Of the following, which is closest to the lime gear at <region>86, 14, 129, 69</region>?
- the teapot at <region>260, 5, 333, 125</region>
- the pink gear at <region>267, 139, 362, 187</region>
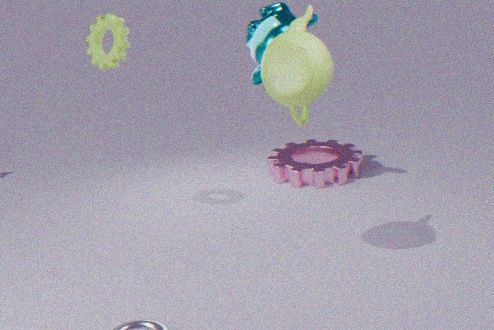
the teapot at <region>260, 5, 333, 125</region>
